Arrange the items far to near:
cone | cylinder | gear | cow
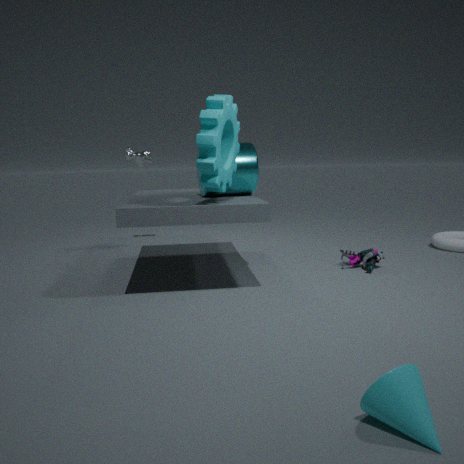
cow → cylinder → gear → cone
